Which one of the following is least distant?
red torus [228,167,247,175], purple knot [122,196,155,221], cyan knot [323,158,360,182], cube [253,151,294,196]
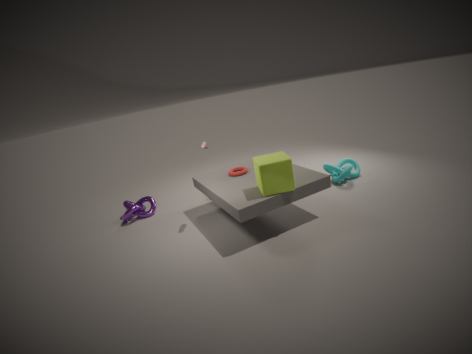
cube [253,151,294,196]
